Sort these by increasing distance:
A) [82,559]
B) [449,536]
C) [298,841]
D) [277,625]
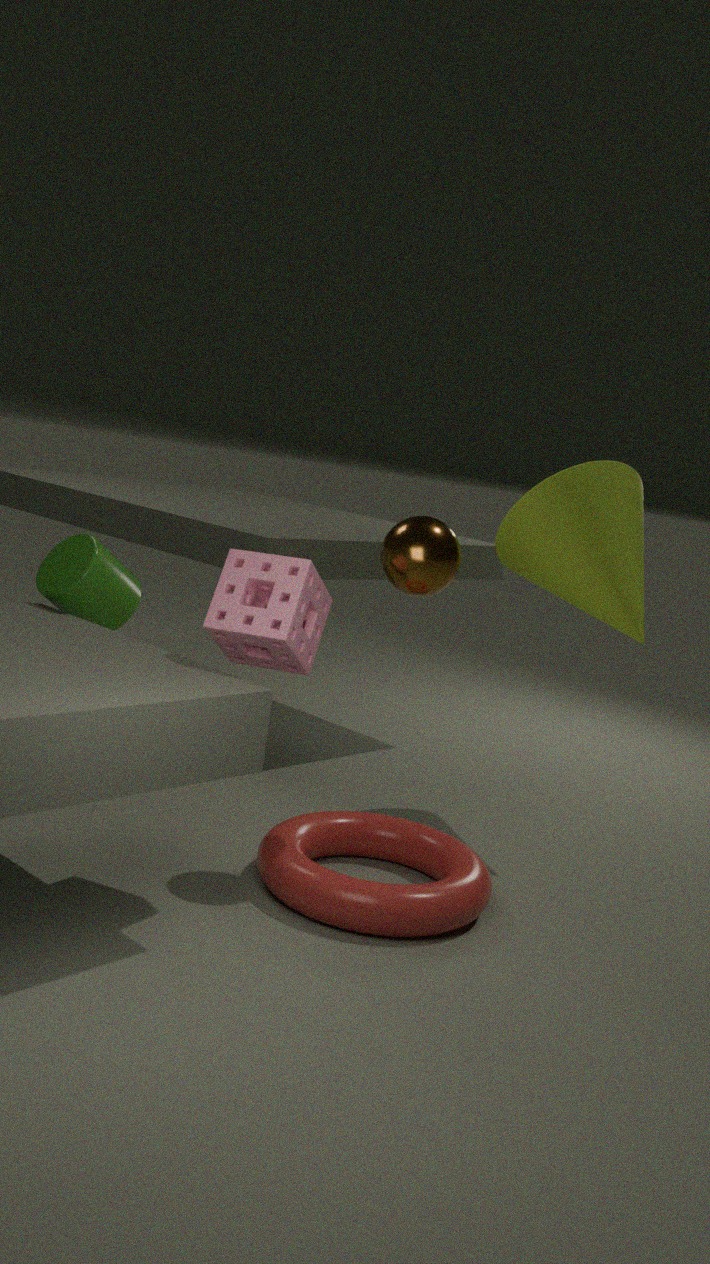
[277,625]
[449,536]
[298,841]
[82,559]
